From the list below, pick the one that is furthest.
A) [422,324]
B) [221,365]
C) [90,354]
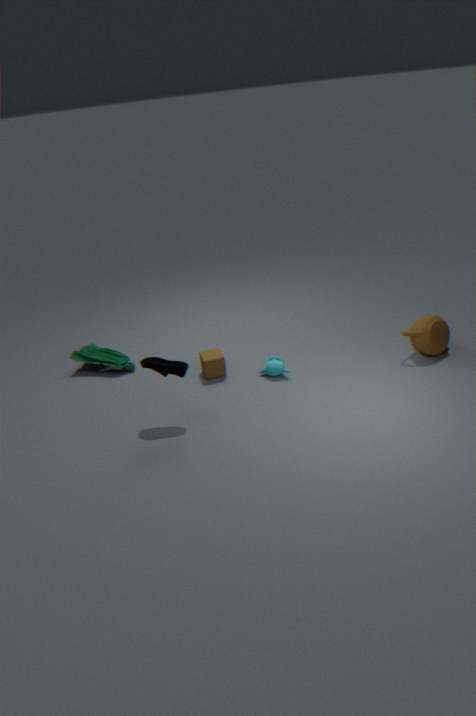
[90,354]
